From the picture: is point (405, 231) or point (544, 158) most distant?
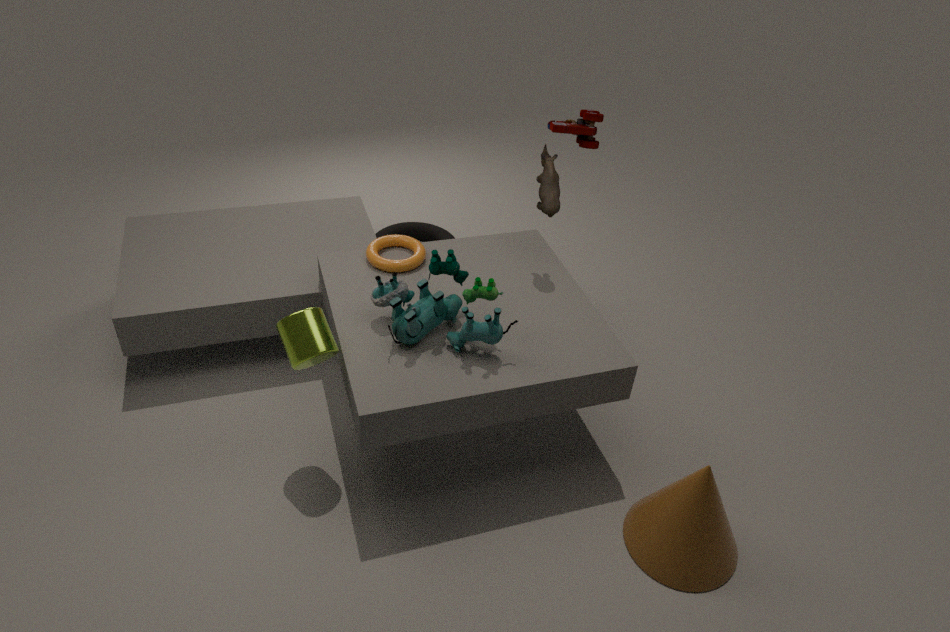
point (405, 231)
